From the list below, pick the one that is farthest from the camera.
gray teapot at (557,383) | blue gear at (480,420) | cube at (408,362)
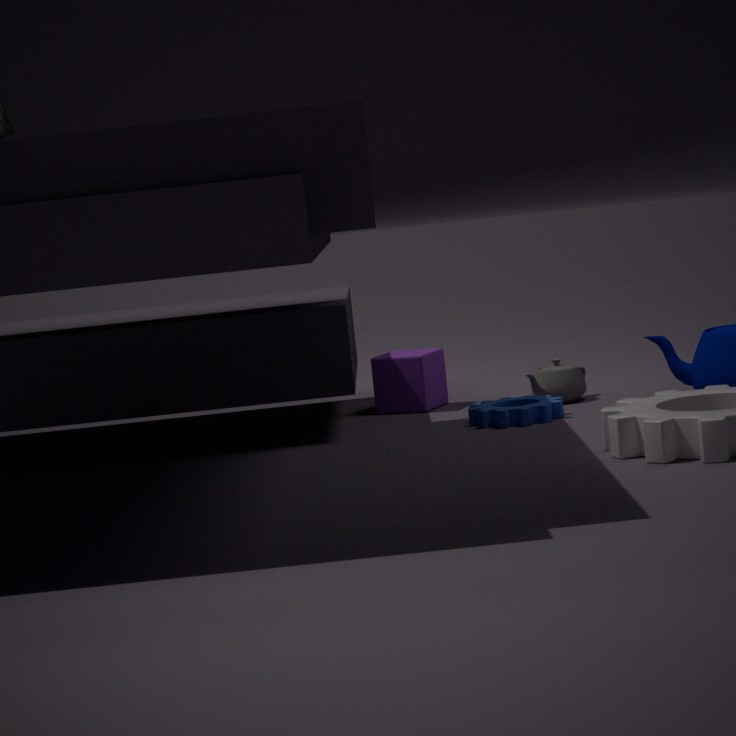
cube at (408,362)
